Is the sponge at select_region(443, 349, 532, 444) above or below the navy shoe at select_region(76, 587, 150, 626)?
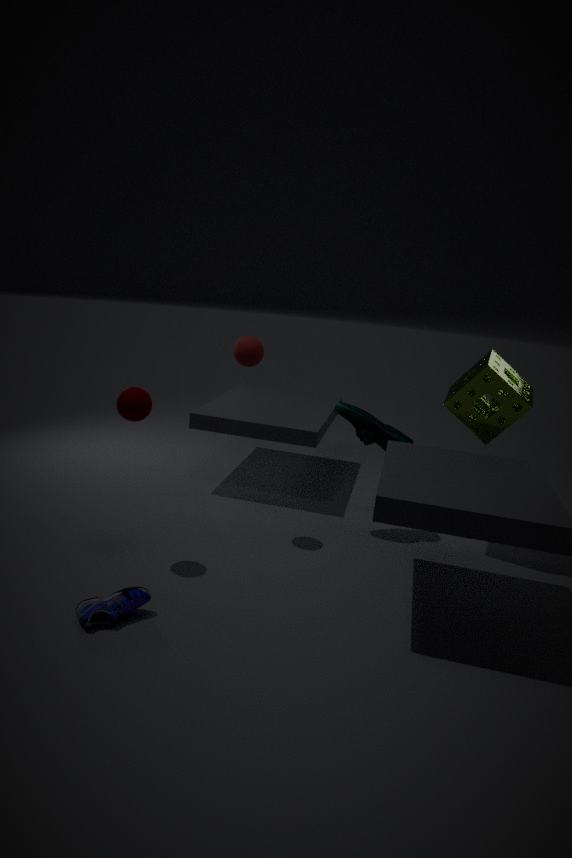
above
